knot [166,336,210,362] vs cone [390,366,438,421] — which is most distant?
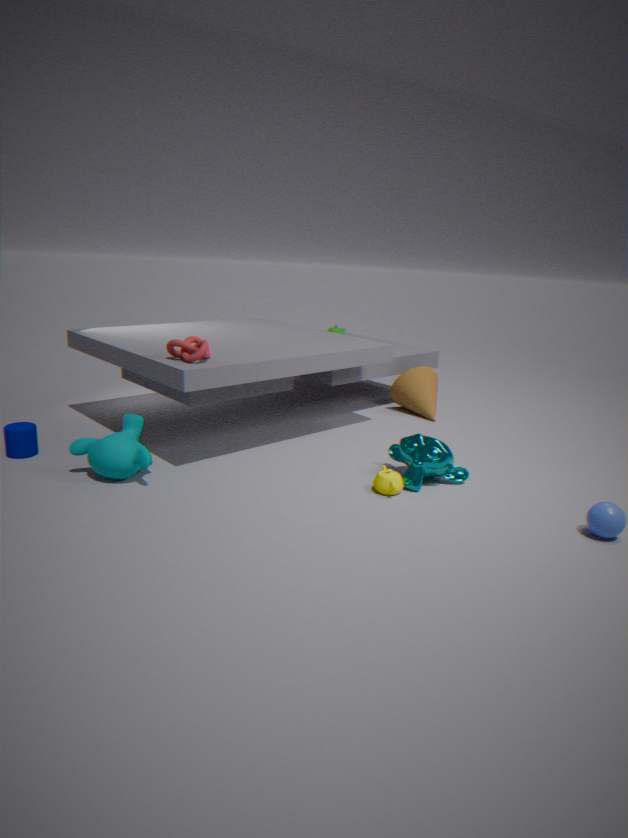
cone [390,366,438,421]
